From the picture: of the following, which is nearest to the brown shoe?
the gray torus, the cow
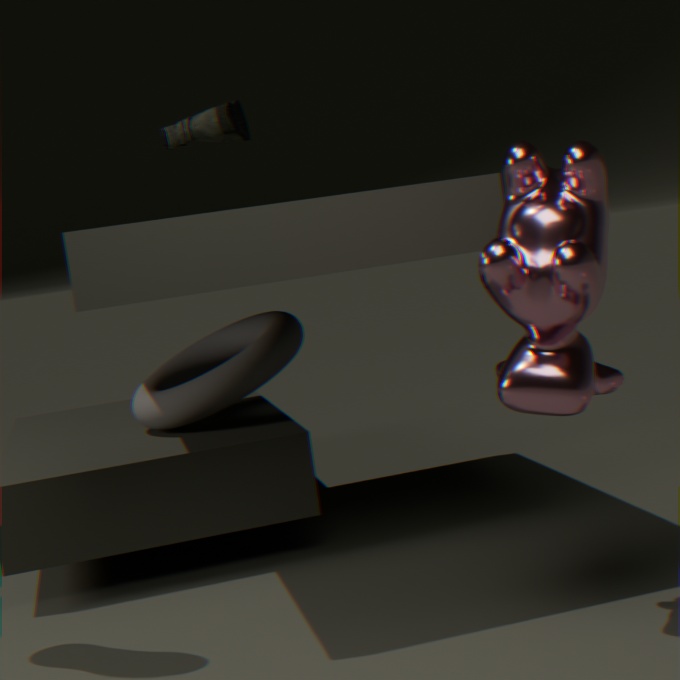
the gray torus
